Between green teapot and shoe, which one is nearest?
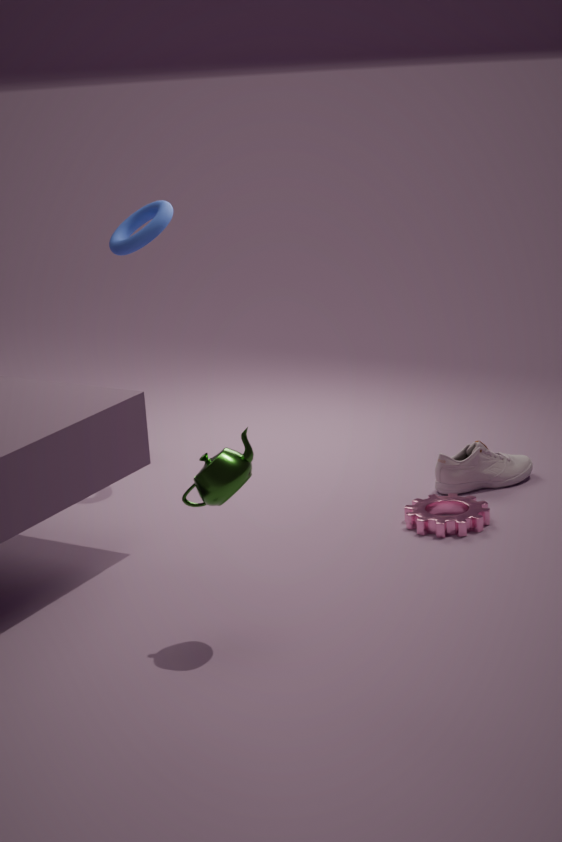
green teapot
